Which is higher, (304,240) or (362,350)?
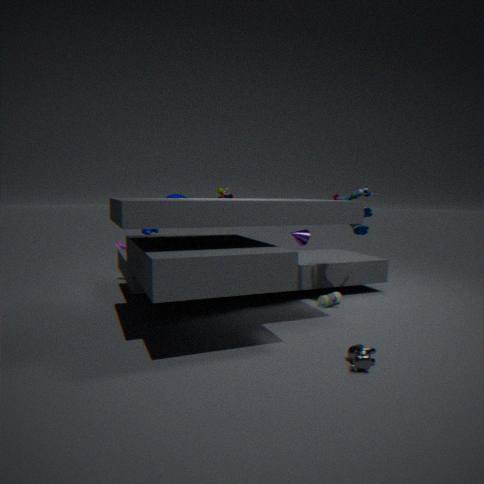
(304,240)
